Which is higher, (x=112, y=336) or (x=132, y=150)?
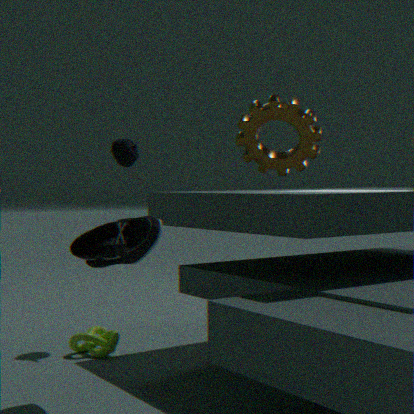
(x=132, y=150)
